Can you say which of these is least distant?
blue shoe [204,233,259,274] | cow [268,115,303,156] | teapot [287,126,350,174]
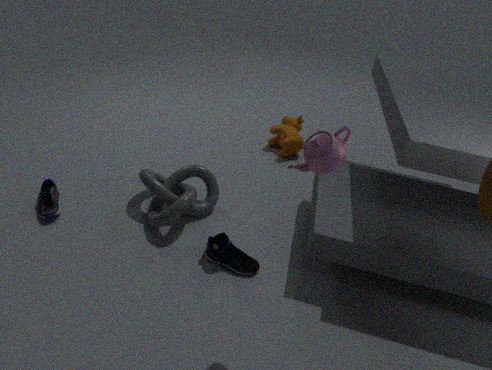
teapot [287,126,350,174]
